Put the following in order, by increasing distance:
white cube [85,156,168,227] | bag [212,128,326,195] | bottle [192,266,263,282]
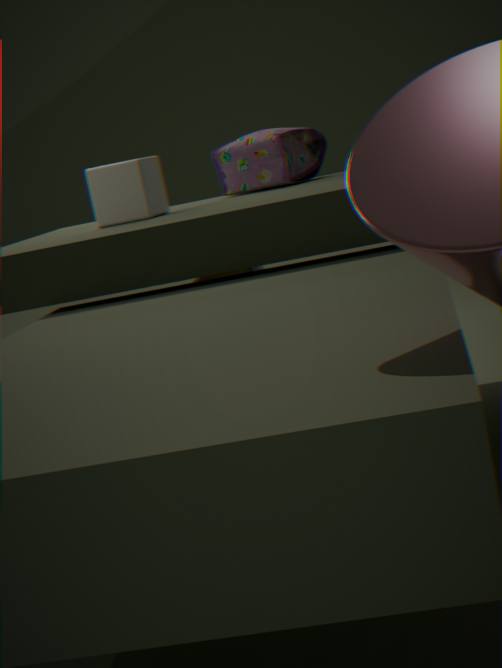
white cube [85,156,168,227] < bottle [192,266,263,282] < bag [212,128,326,195]
